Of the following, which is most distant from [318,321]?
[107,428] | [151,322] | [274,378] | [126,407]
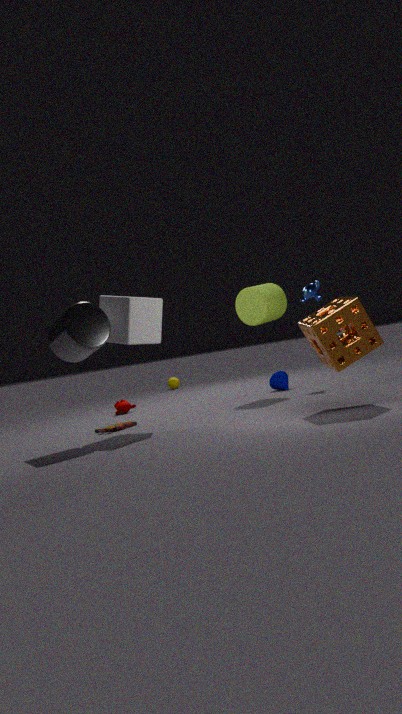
[126,407]
